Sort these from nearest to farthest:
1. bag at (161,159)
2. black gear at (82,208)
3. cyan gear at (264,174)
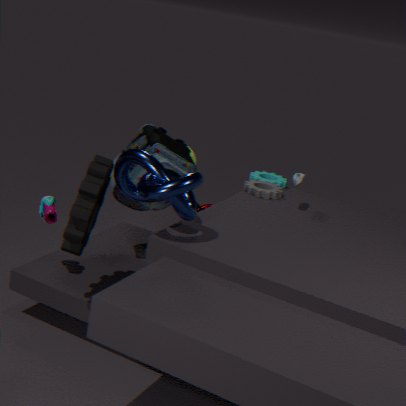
black gear at (82,208), bag at (161,159), cyan gear at (264,174)
